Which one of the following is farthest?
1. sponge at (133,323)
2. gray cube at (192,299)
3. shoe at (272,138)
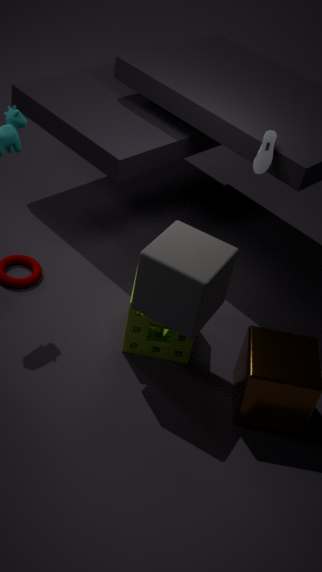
shoe at (272,138)
